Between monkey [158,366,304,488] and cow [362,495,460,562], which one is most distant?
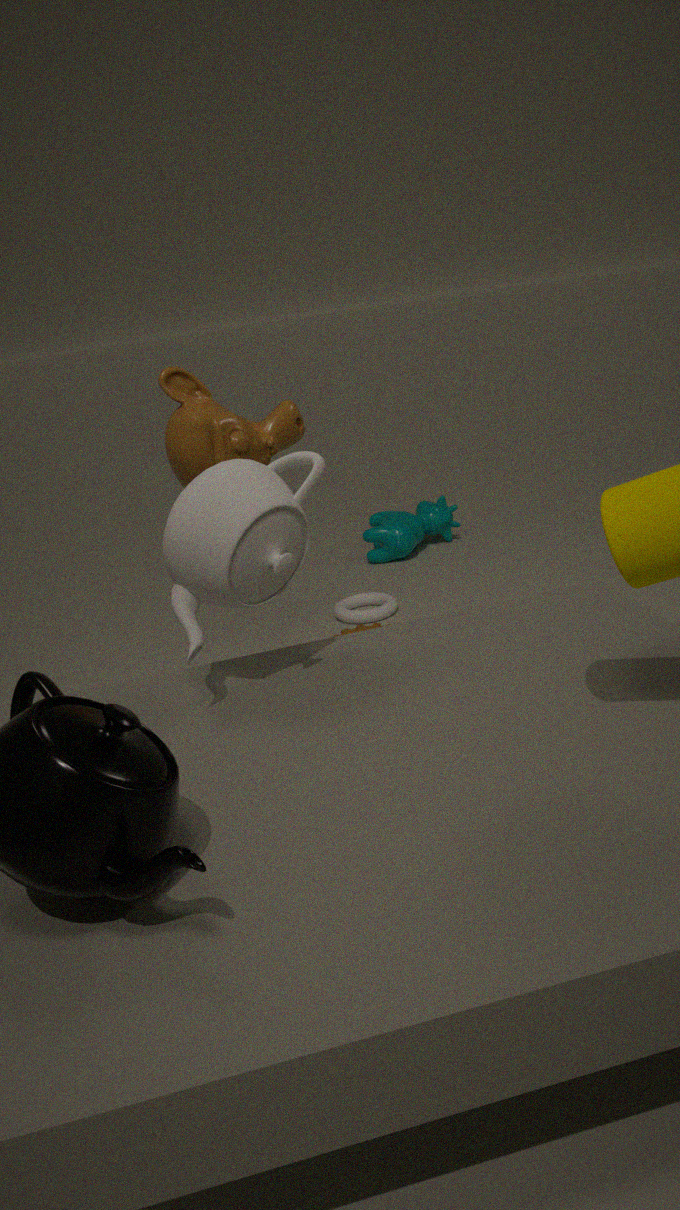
cow [362,495,460,562]
